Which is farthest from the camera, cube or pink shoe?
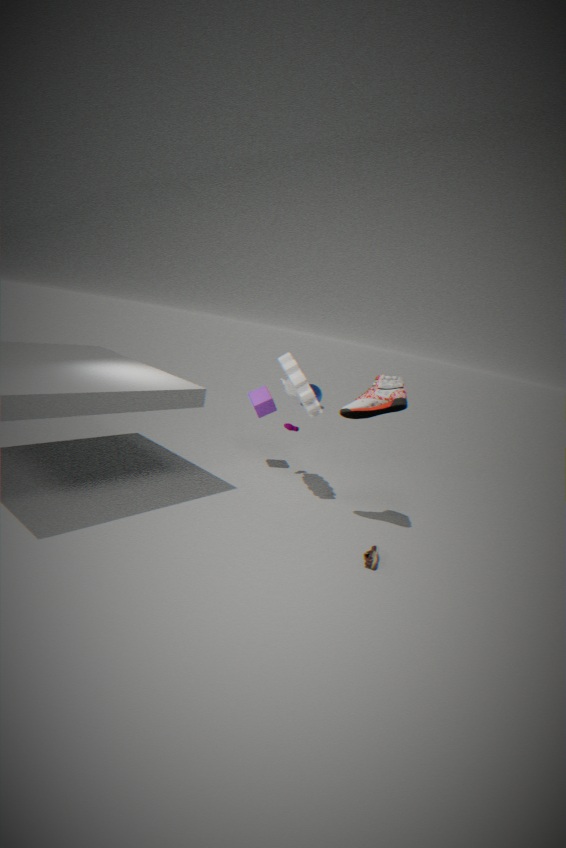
cube
